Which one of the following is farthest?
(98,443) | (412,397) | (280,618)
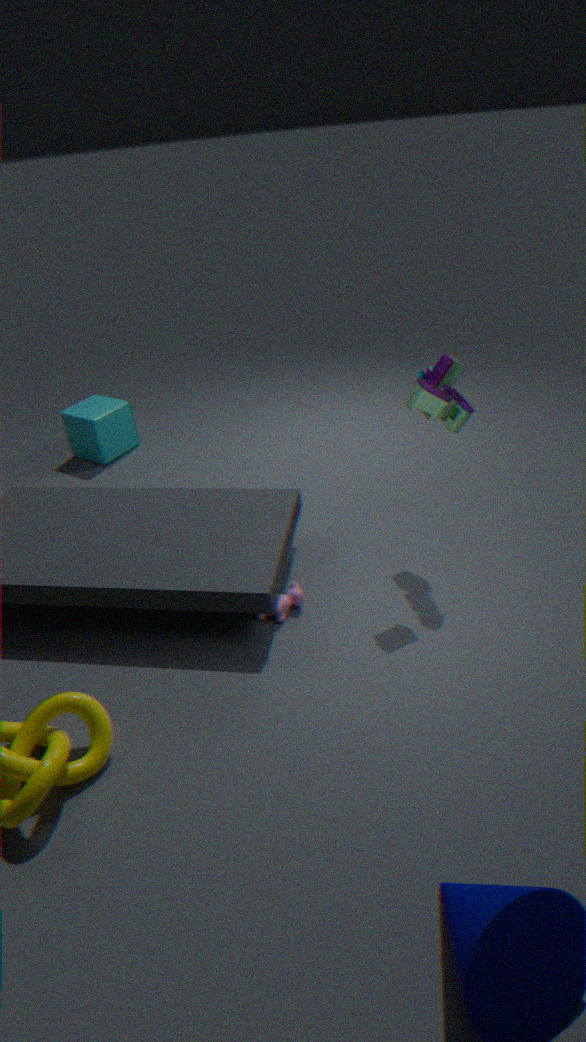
(98,443)
